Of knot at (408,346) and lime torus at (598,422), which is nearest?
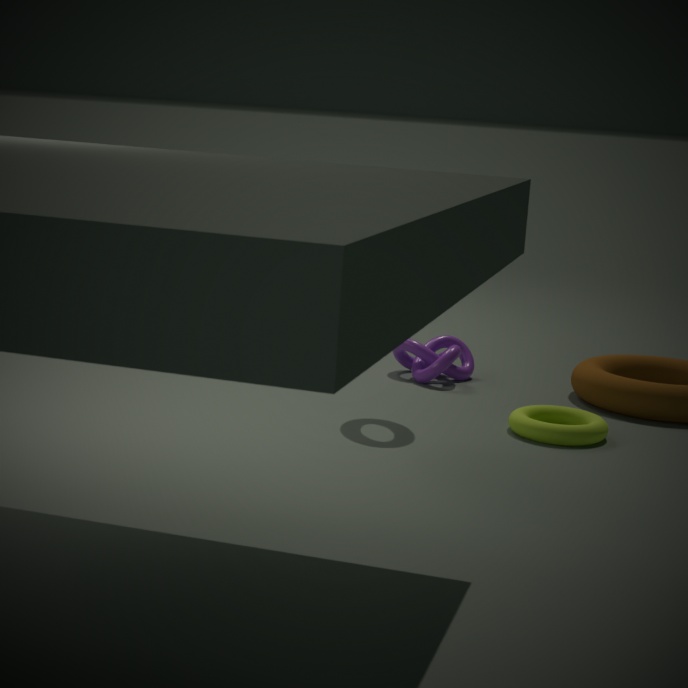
lime torus at (598,422)
